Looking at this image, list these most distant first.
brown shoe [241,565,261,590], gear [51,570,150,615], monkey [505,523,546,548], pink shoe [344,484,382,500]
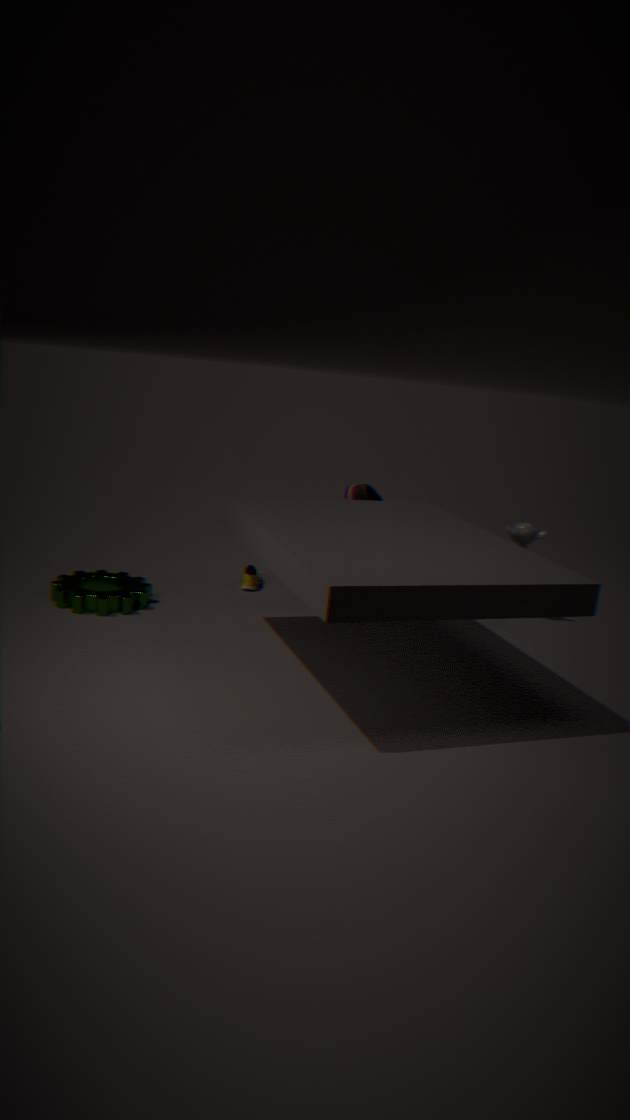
brown shoe [241,565,261,590] → monkey [505,523,546,548] → pink shoe [344,484,382,500] → gear [51,570,150,615]
